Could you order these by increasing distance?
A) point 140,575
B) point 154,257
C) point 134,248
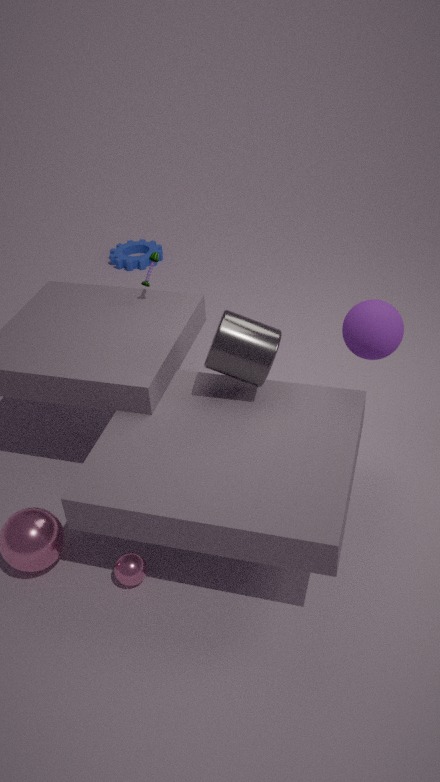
point 140,575, point 154,257, point 134,248
